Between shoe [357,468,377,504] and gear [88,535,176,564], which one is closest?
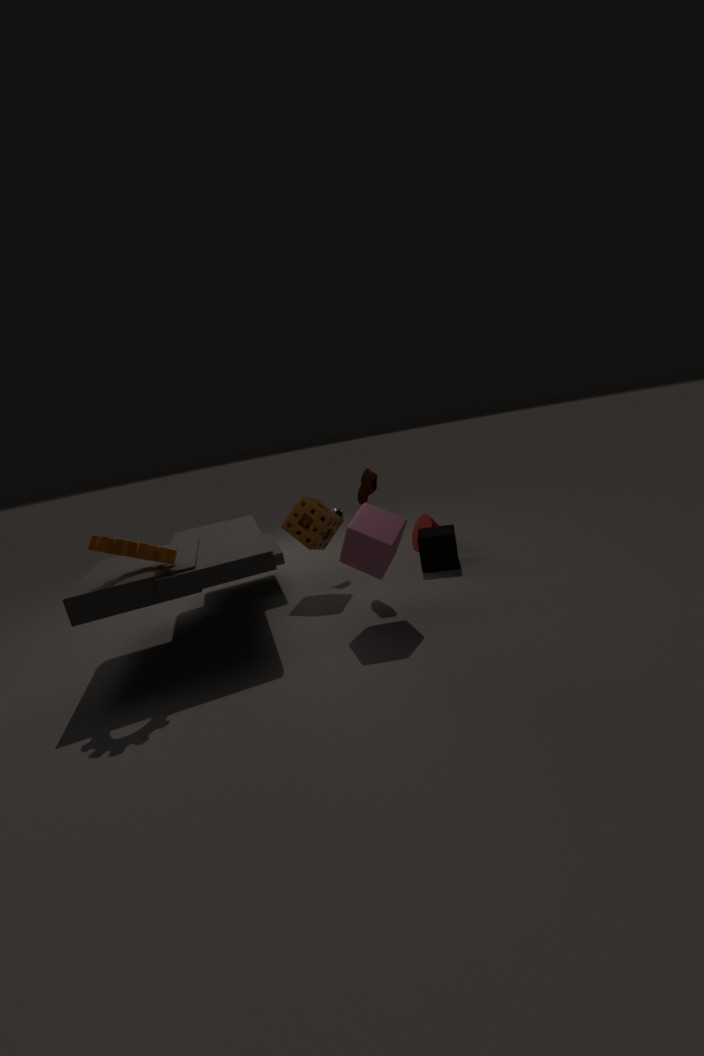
gear [88,535,176,564]
